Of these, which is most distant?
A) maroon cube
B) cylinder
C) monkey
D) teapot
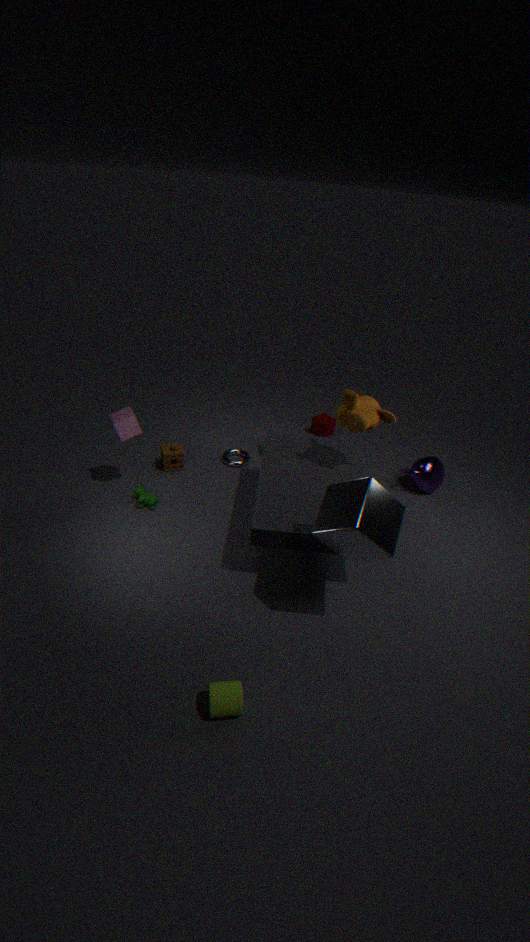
maroon cube
